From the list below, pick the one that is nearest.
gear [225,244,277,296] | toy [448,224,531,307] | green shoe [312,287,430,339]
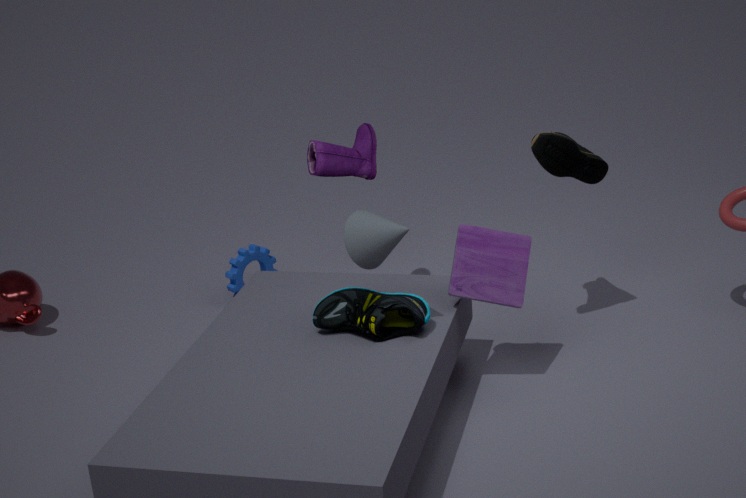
green shoe [312,287,430,339]
